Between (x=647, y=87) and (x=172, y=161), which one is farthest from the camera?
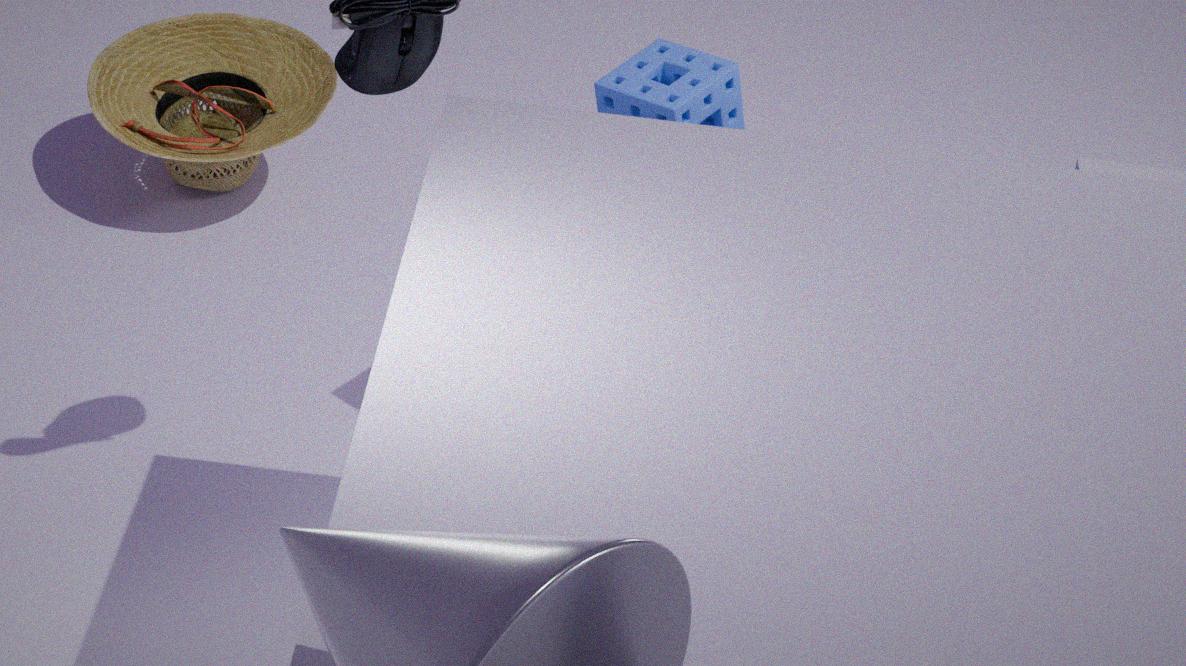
(x=172, y=161)
